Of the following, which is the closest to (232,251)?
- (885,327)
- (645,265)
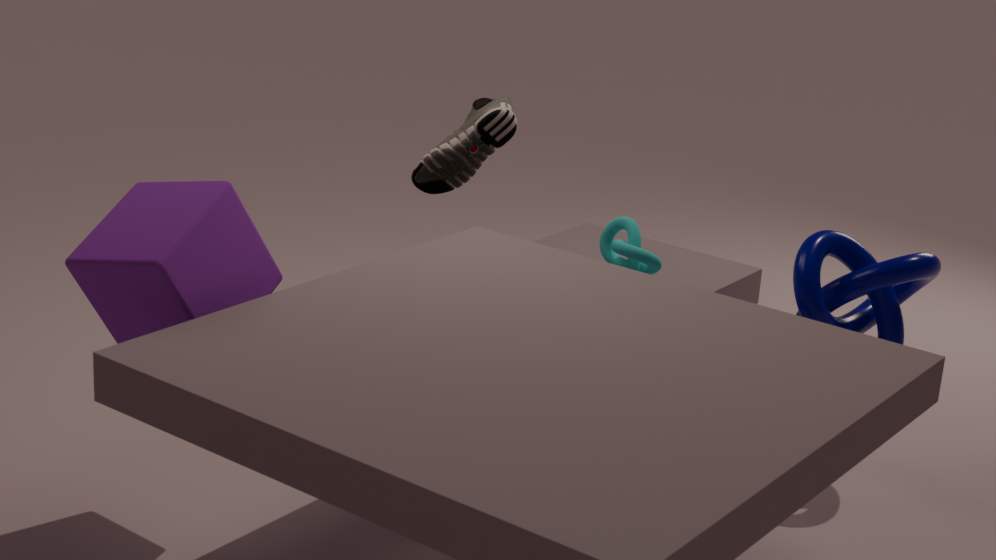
(645,265)
